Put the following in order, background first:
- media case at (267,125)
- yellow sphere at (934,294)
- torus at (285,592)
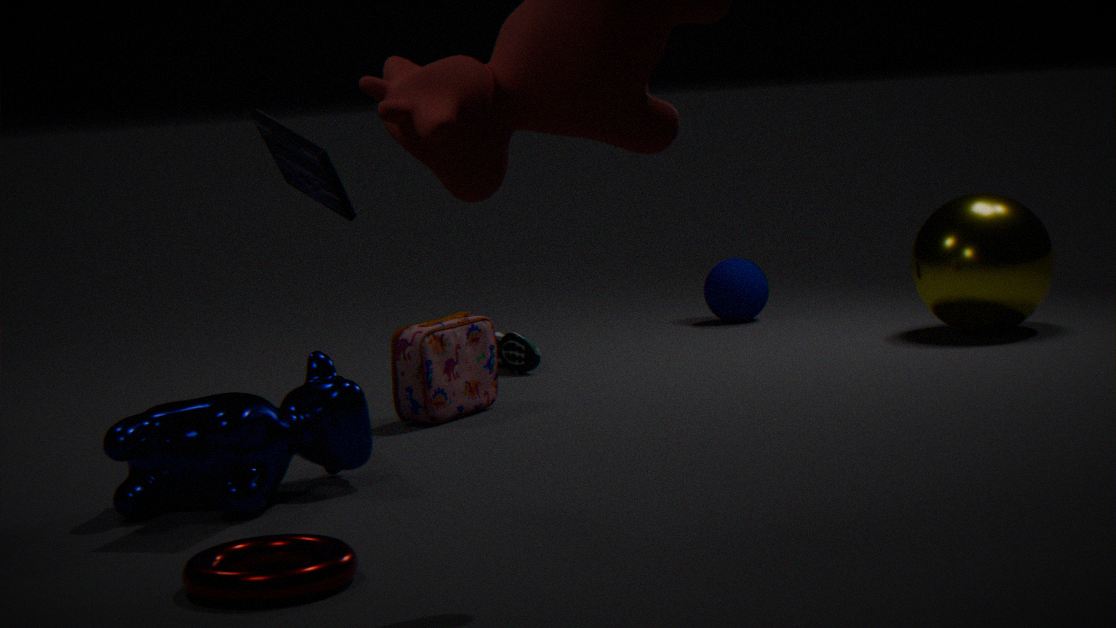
1. yellow sphere at (934,294)
2. media case at (267,125)
3. torus at (285,592)
